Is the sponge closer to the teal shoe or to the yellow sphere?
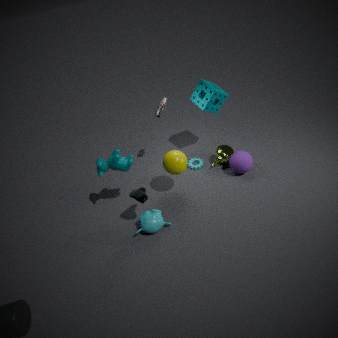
the yellow sphere
